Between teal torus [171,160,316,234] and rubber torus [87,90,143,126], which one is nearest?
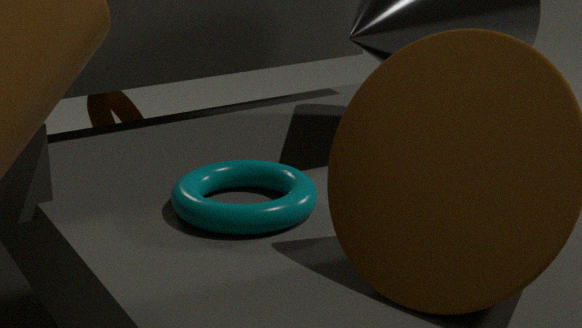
teal torus [171,160,316,234]
